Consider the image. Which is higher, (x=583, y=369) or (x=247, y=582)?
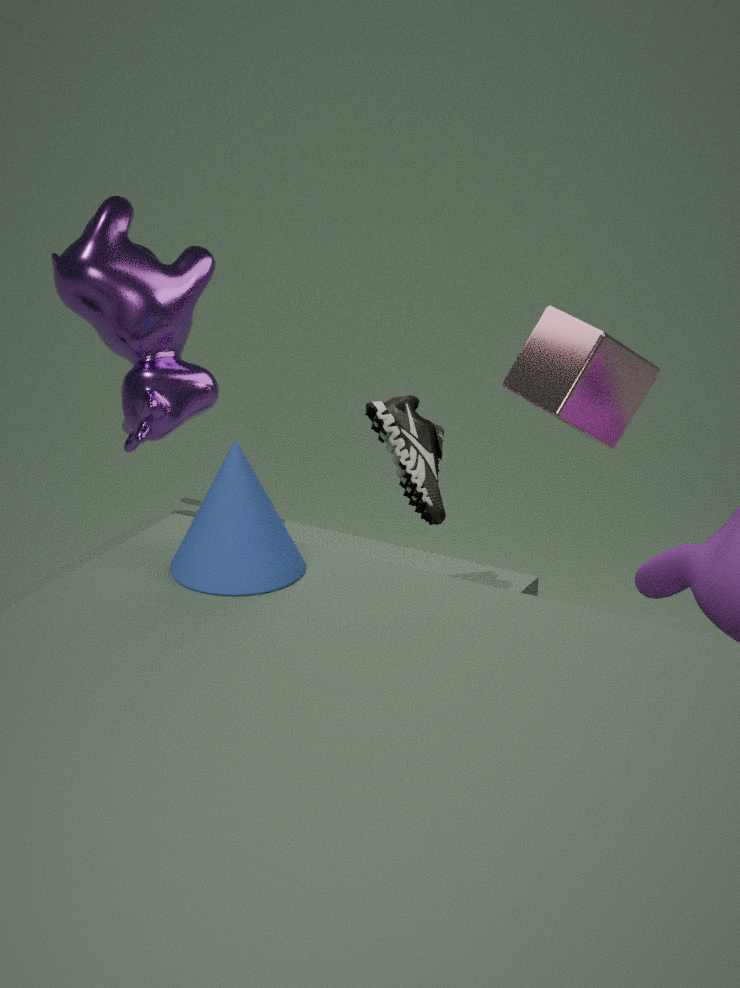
(x=583, y=369)
